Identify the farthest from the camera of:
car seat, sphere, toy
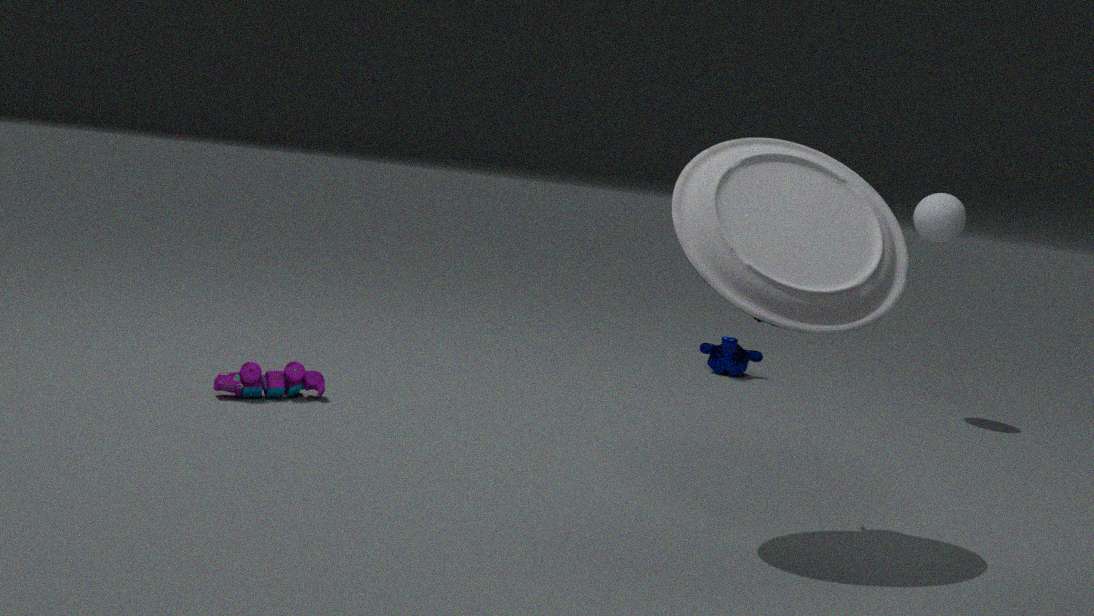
sphere
